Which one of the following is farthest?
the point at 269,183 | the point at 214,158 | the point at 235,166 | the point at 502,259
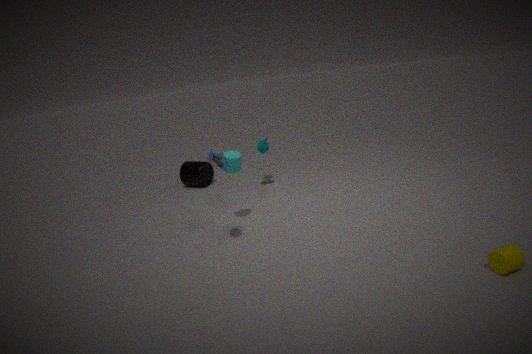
the point at 269,183
